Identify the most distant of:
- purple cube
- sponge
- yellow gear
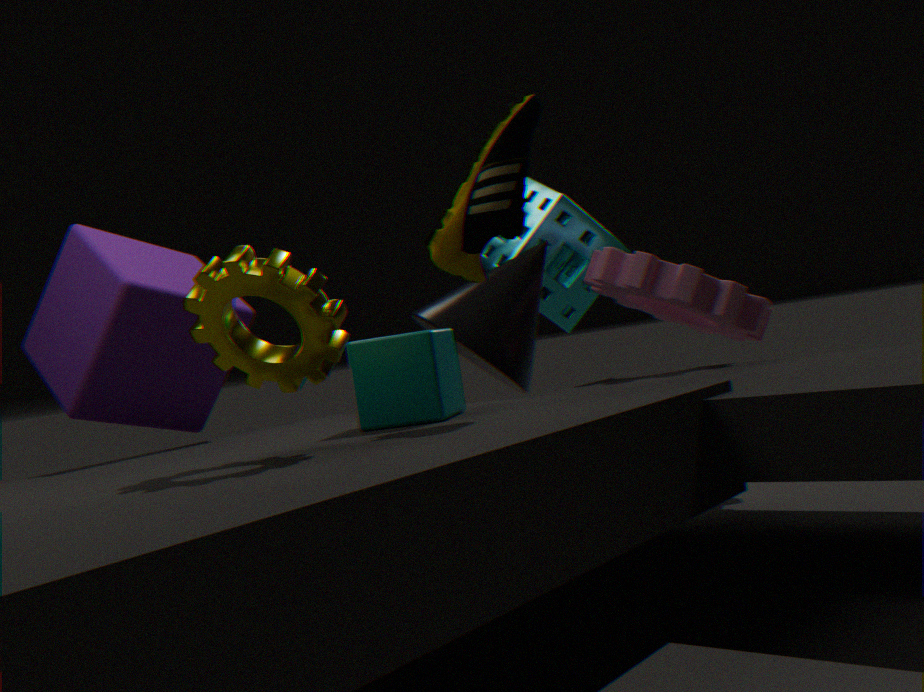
sponge
